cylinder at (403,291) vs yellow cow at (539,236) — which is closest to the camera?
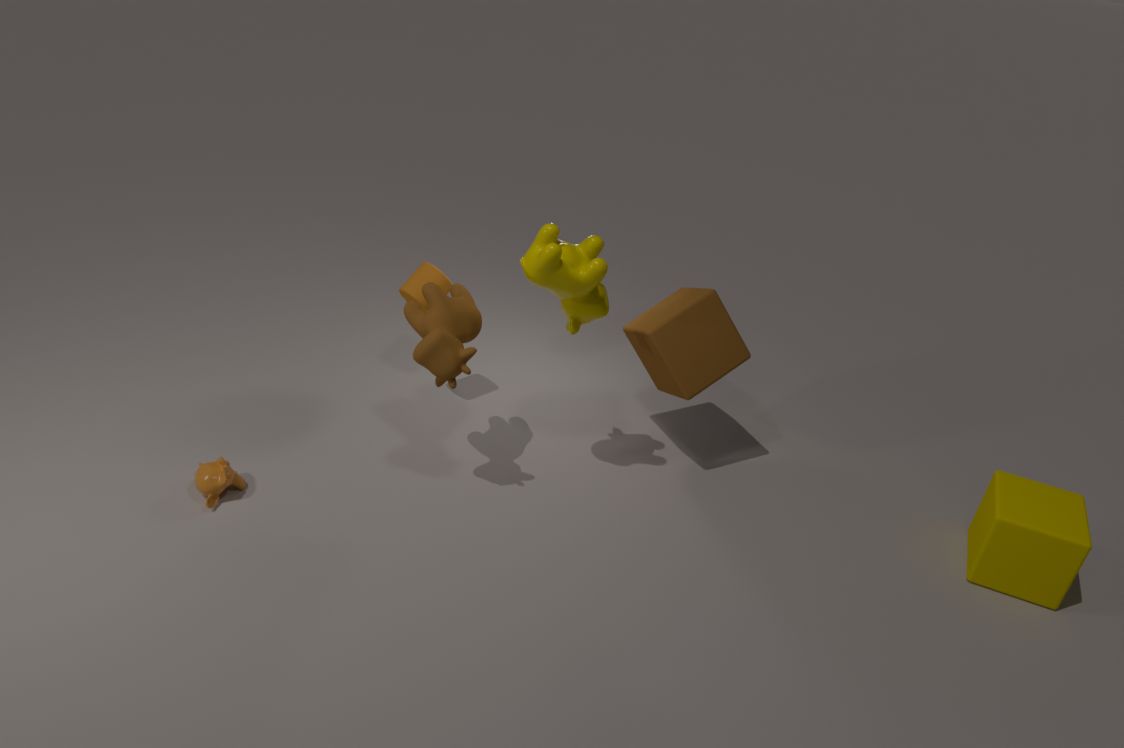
yellow cow at (539,236)
